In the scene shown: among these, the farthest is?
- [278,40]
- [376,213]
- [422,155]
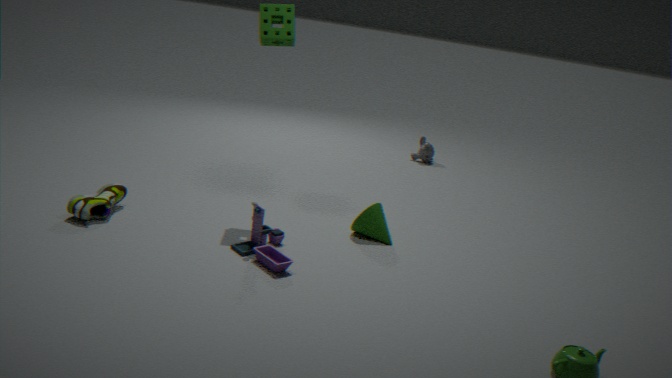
[422,155]
